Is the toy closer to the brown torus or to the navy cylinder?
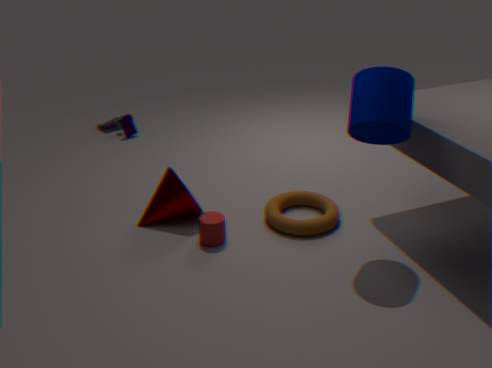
the brown torus
